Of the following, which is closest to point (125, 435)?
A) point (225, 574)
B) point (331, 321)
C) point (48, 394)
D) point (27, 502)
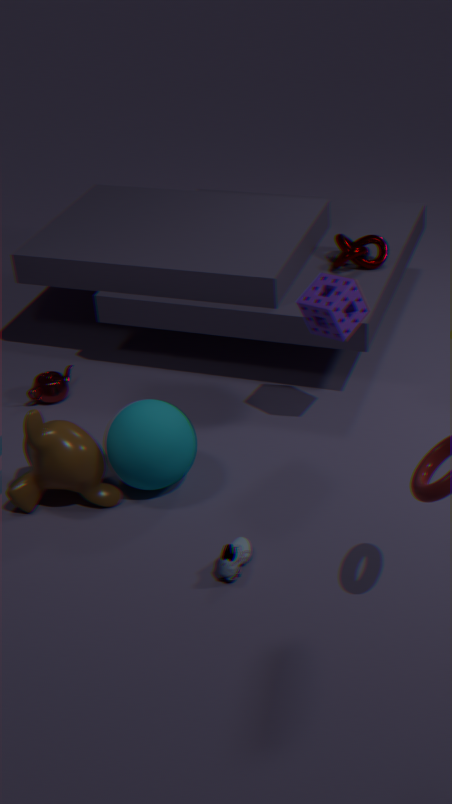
point (27, 502)
